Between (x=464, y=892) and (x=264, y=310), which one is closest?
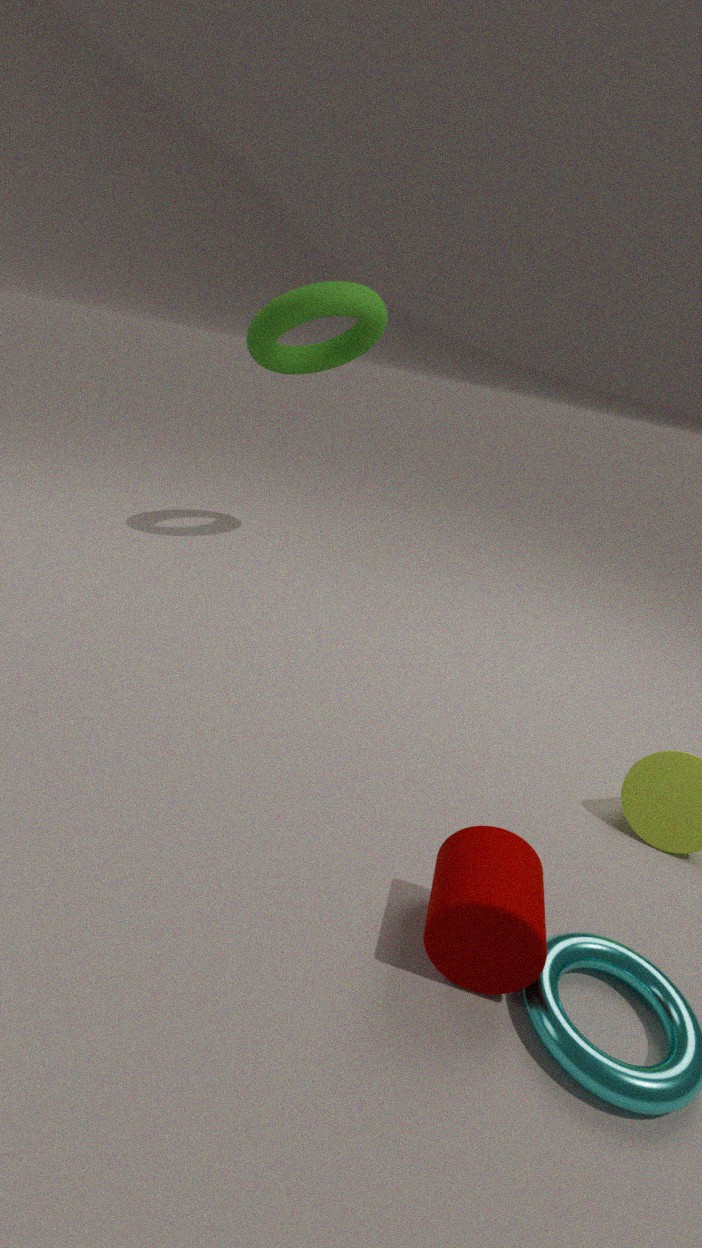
(x=464, y=892)
